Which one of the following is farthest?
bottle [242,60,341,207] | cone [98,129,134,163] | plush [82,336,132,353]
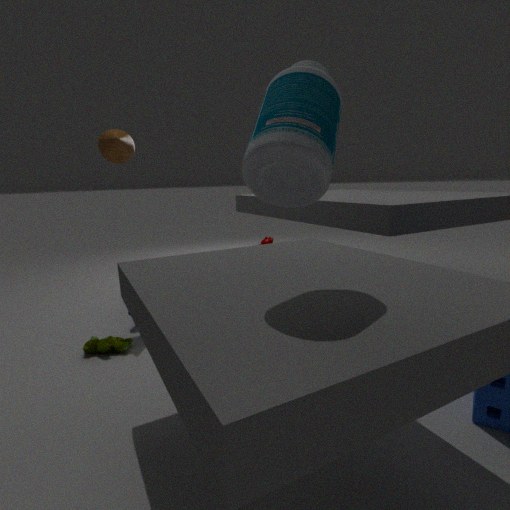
cone [98,129,134,163]
